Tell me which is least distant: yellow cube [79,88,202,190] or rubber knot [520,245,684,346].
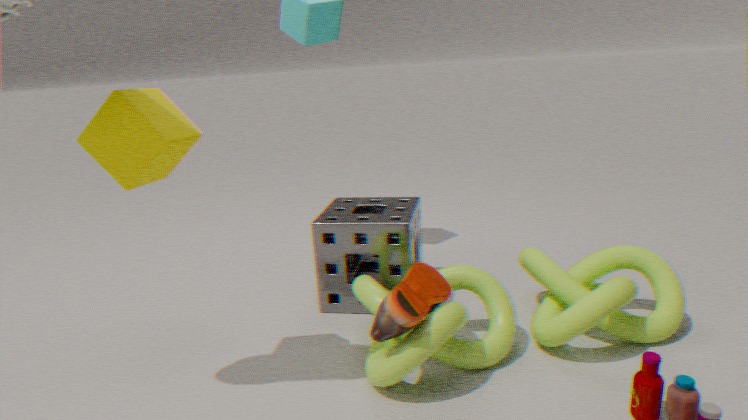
yellow cube [79,88,202,190]
